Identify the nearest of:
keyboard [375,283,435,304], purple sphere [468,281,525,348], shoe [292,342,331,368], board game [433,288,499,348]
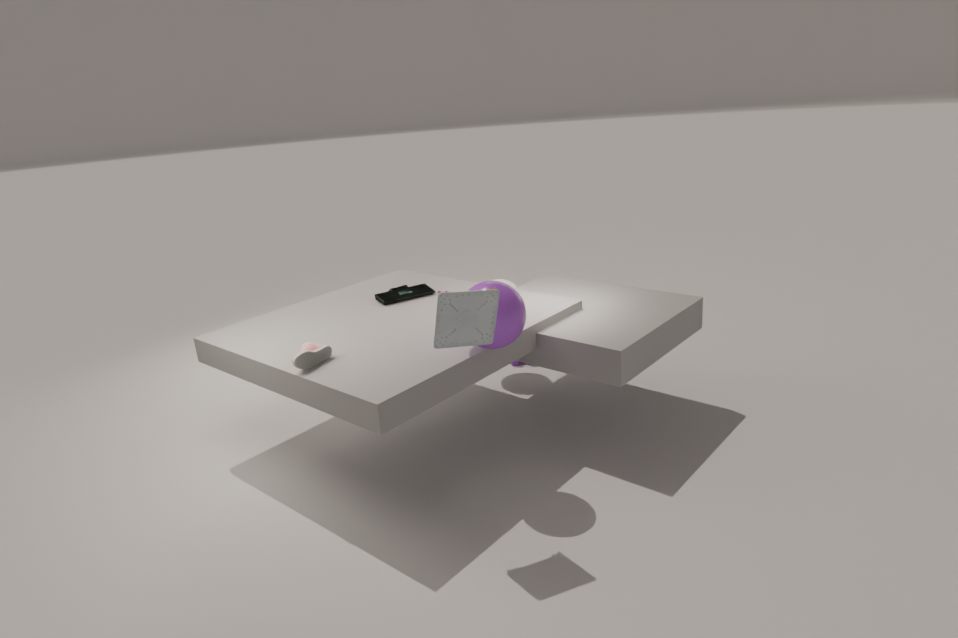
board game [433,288,499,348]
